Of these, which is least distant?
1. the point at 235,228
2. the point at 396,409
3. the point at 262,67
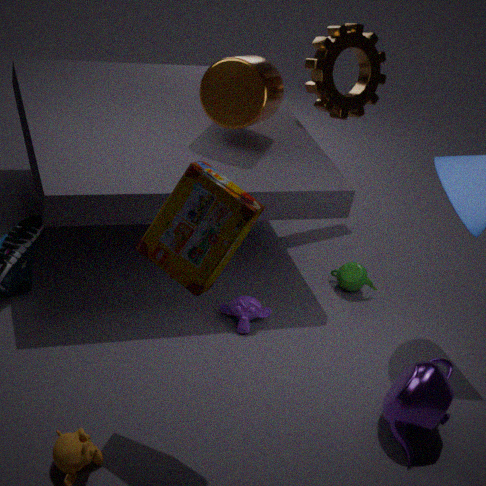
the point at 235,228
